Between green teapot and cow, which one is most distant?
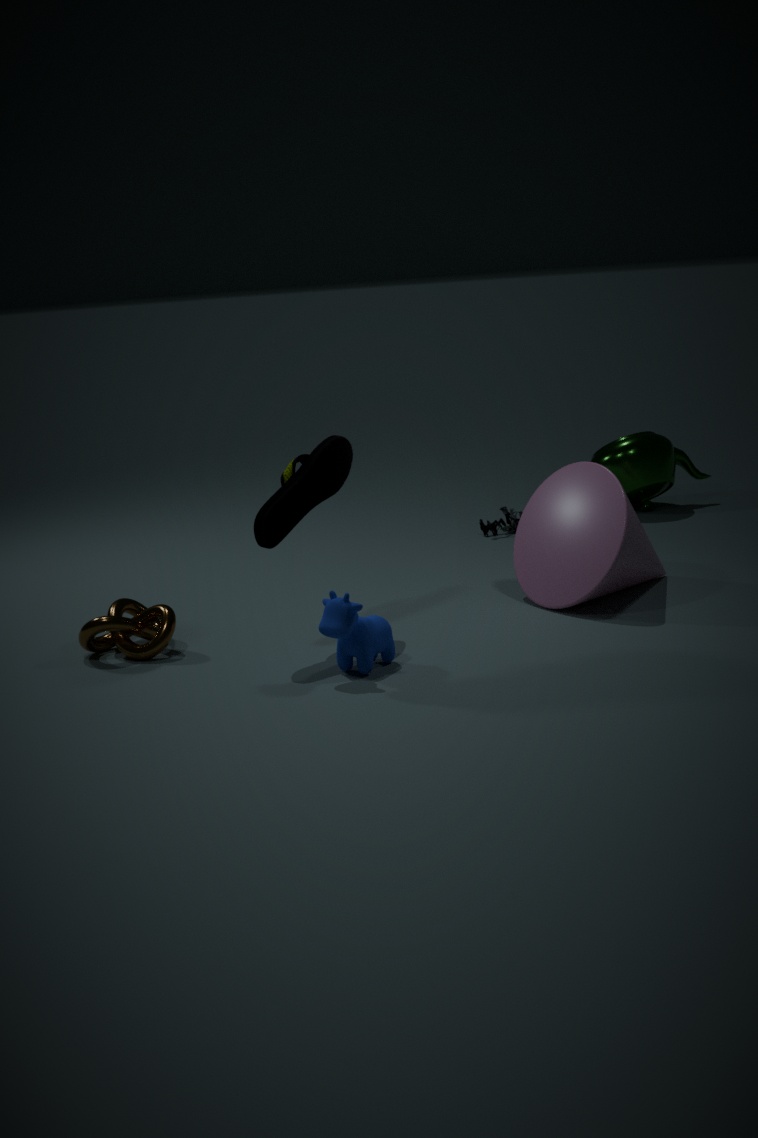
green teapot
